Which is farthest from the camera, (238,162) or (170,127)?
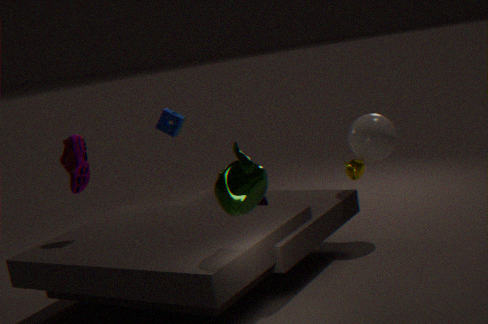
(170,127)
